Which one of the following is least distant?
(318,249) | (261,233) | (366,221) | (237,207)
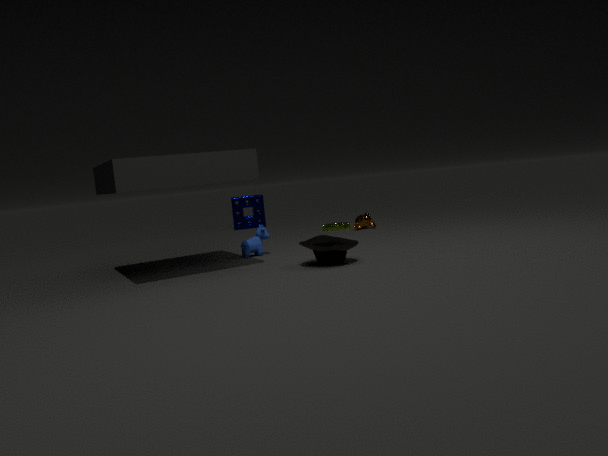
(318,249)
